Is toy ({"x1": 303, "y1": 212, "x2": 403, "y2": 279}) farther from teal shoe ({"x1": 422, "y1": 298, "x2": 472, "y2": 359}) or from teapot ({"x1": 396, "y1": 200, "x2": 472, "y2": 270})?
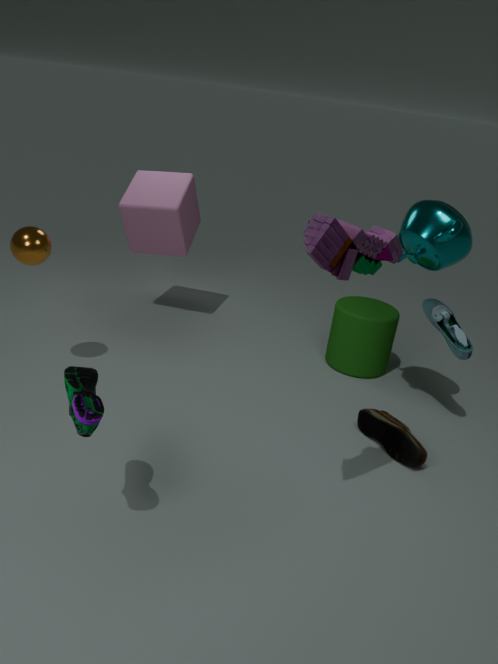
teal shoe ({"x1": 422, "y1": 298, "x2": 472, "y2": 359})
